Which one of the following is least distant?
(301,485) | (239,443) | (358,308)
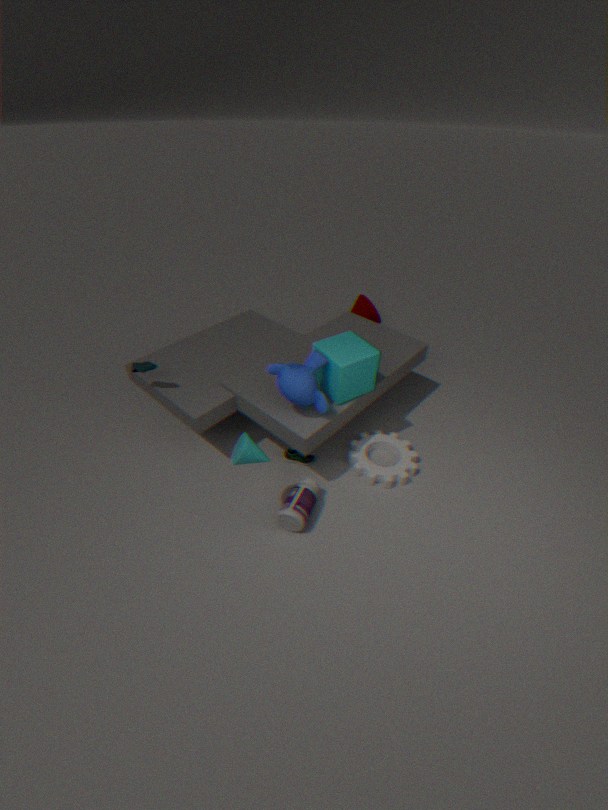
(239,443)
